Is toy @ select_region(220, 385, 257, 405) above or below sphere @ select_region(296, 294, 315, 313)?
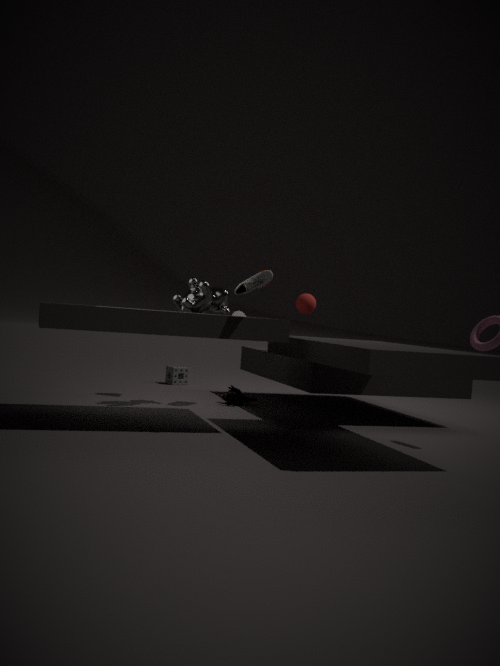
below
